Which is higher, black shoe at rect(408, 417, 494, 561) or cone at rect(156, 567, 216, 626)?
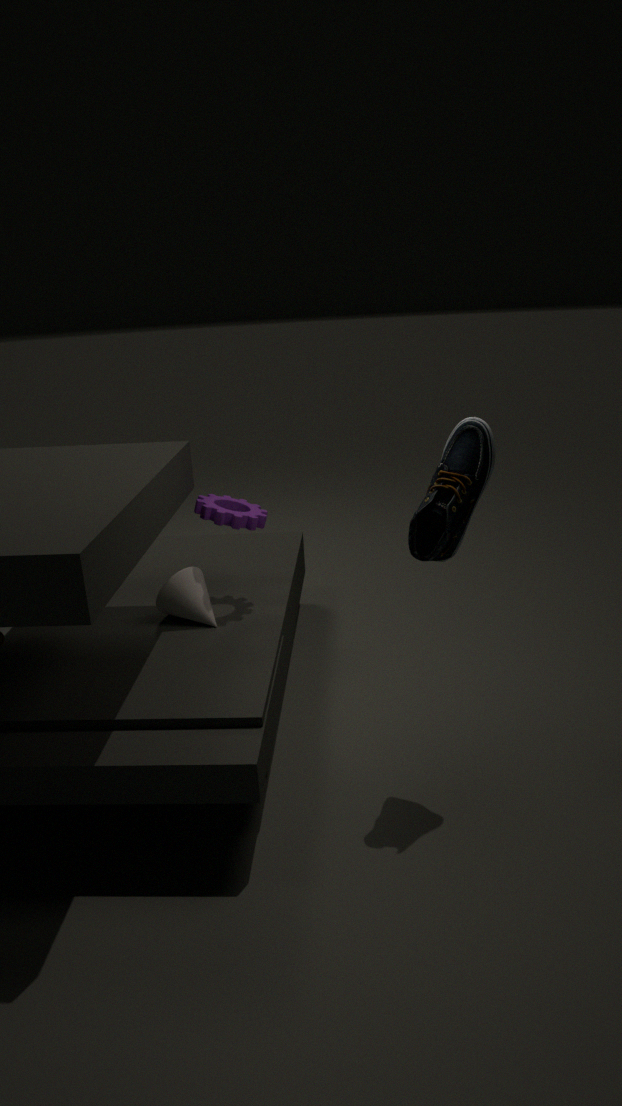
black shoe at rect(408, 417, 494, 561)
